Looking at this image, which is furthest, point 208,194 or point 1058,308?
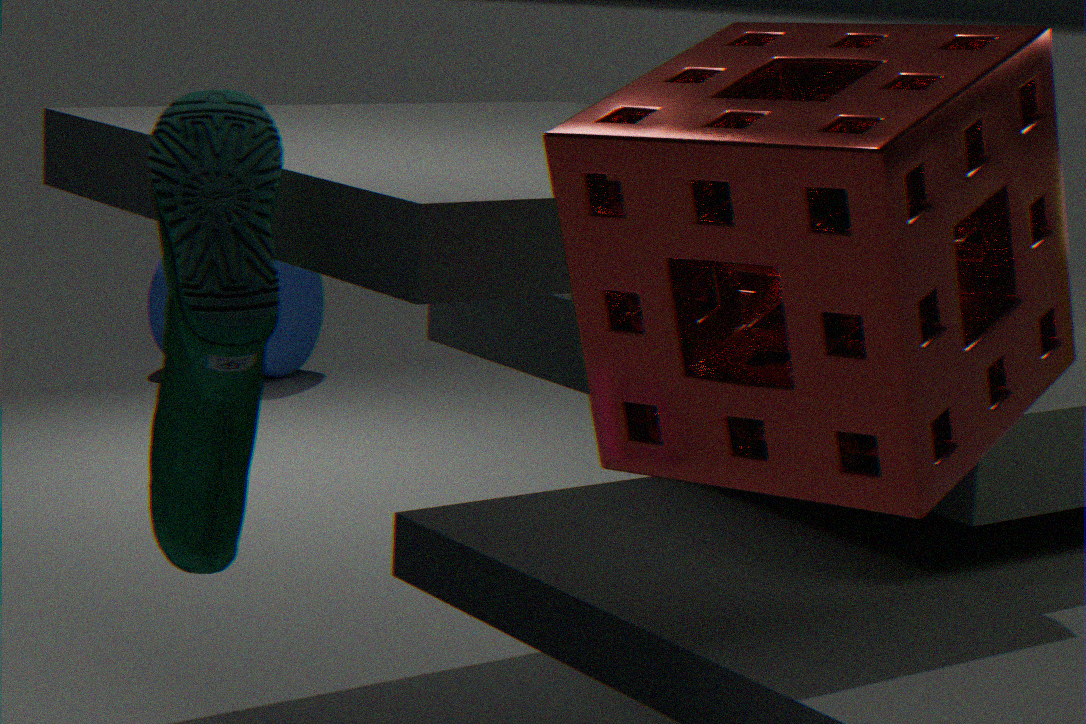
point 208,194
